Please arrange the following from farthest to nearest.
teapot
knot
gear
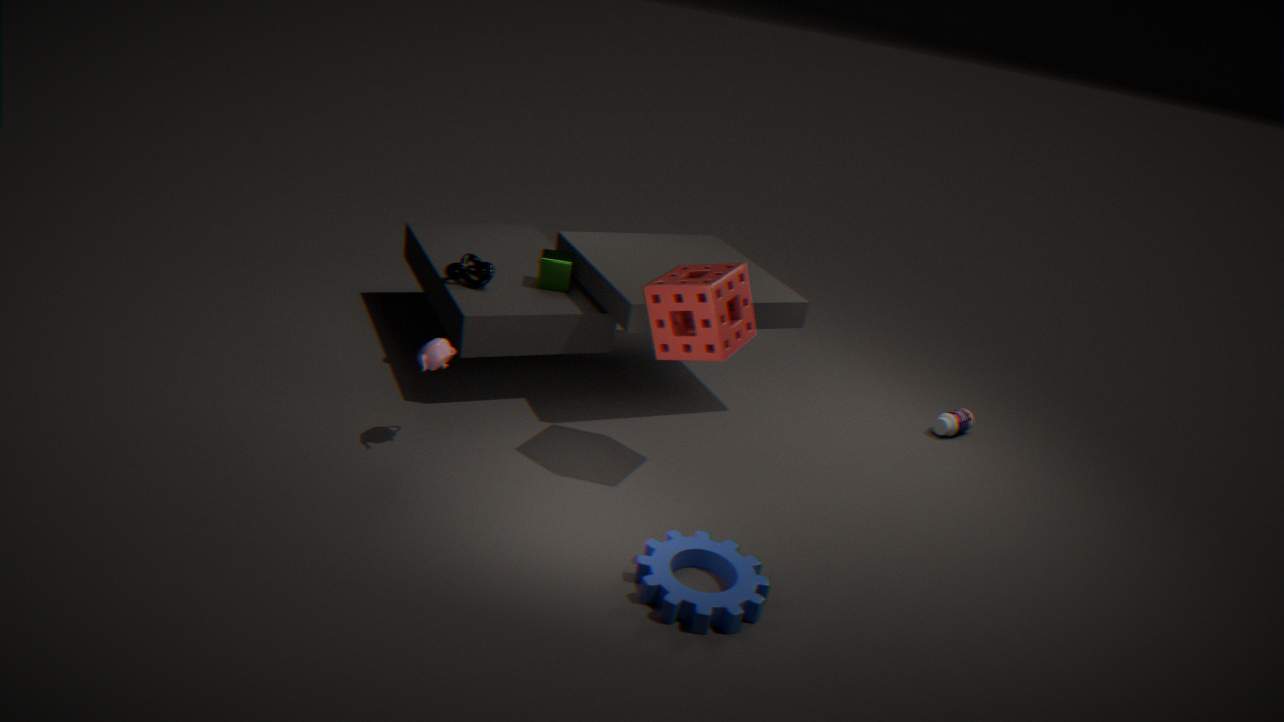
knot < teapot < gear
